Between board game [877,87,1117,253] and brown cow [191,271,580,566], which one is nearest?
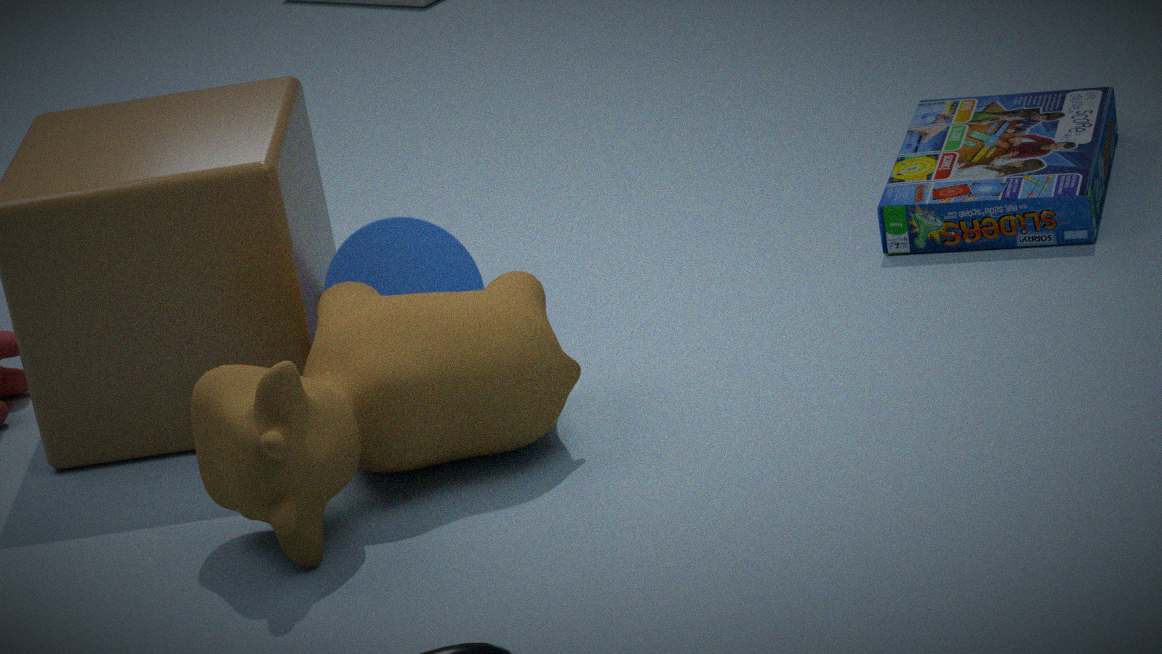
brown cow [191,271,580,566]
